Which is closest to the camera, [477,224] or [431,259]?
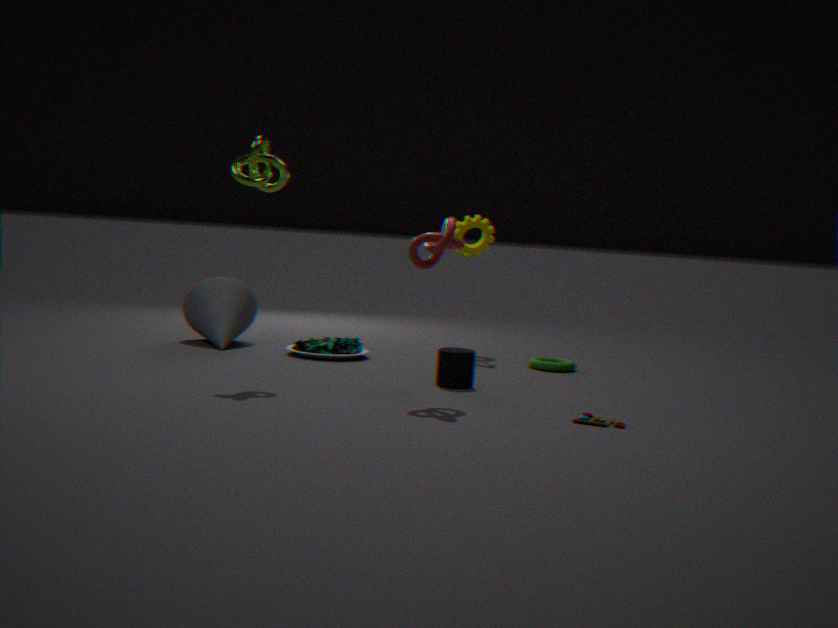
[431,259]
